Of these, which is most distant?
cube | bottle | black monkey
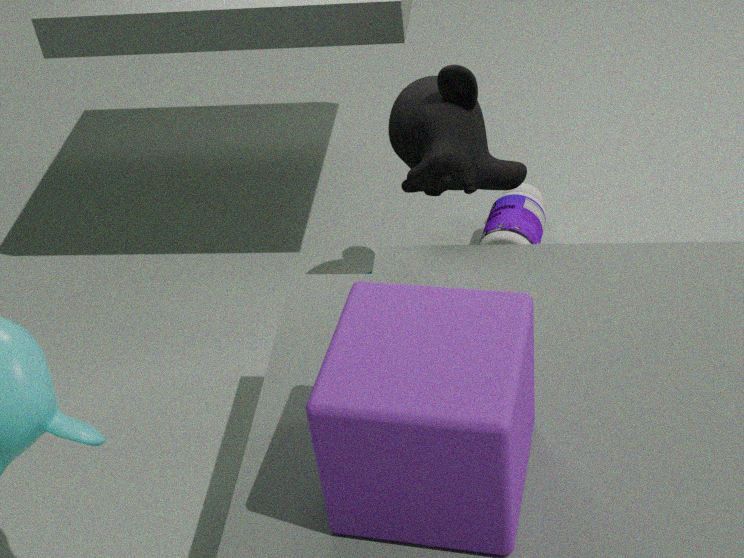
bottle
